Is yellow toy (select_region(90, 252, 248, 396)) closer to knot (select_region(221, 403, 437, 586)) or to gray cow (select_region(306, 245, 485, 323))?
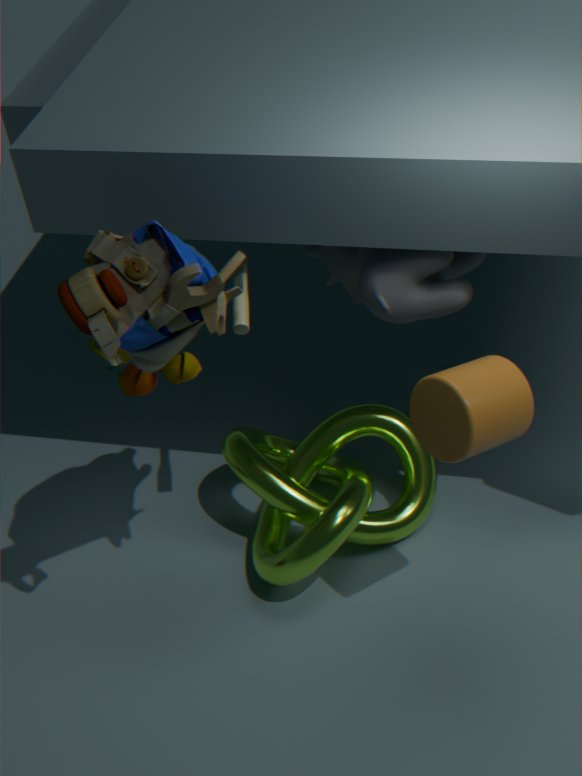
Answer: gray cow (select_region(306, 245, 485, 323))
